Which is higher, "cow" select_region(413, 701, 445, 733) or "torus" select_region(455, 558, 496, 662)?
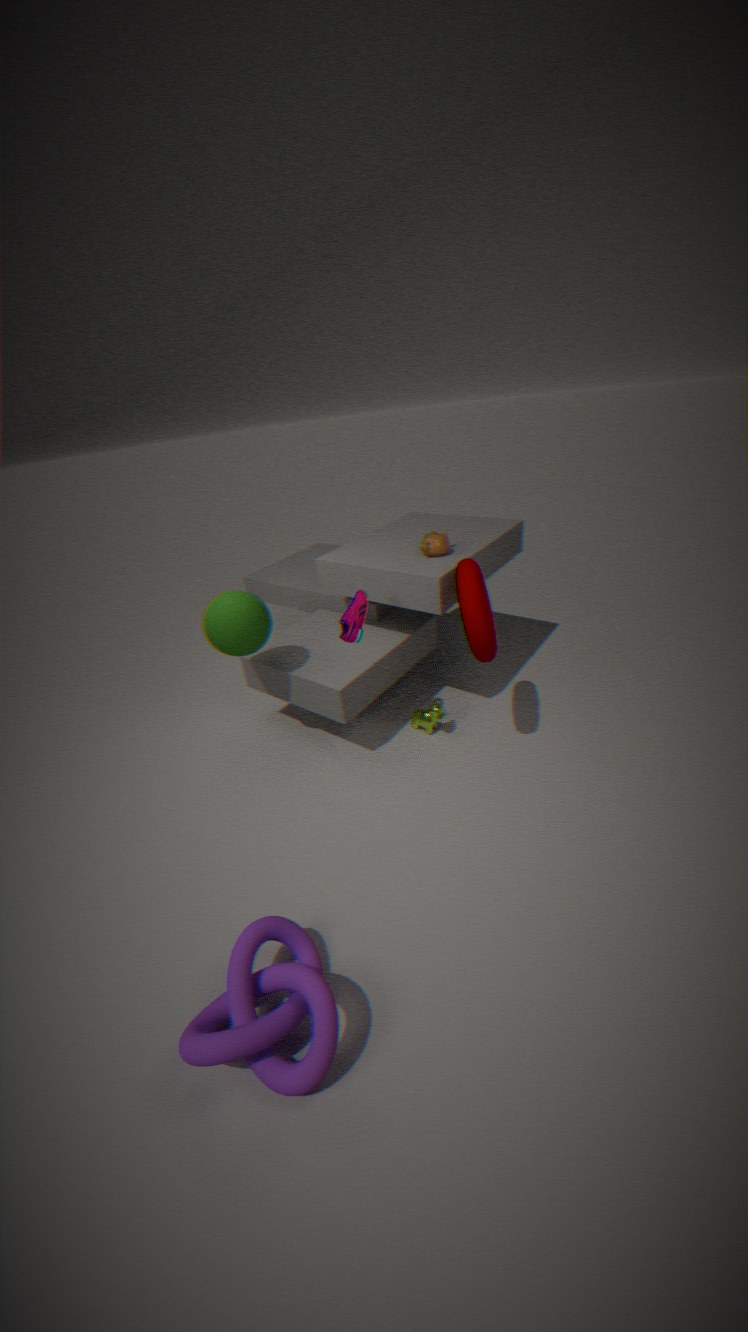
"torus" select_region(455, 558, 496, 662)
